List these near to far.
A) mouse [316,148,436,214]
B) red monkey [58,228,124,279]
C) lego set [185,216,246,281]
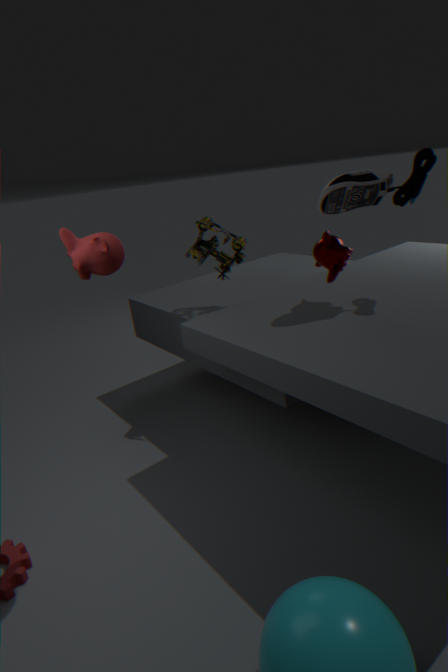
red monkey [58,228,124,279] < mouse [316,148,436,214] < lego set [185,216,246,281]
